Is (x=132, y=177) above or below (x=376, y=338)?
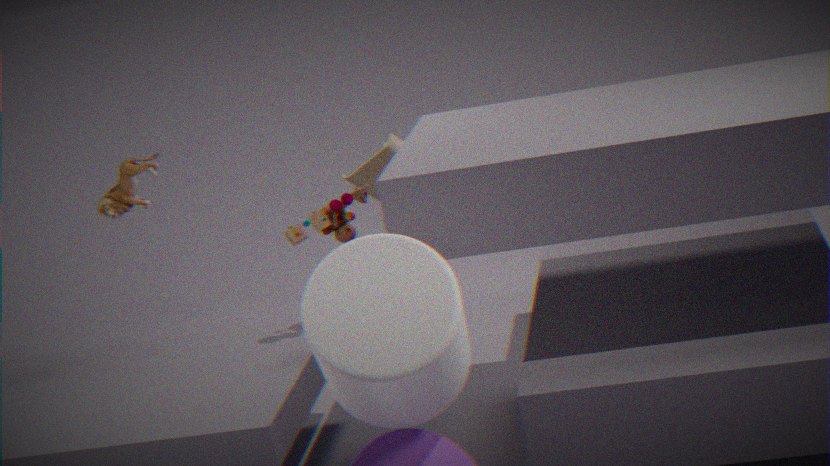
above
